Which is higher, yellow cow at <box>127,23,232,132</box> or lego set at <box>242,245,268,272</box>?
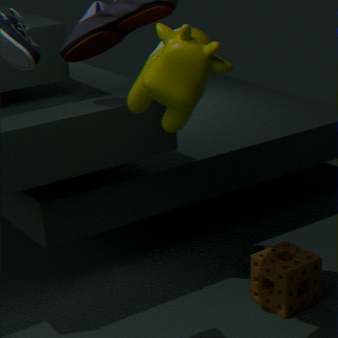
yellow cow at <box>127,23,232,132</box>
